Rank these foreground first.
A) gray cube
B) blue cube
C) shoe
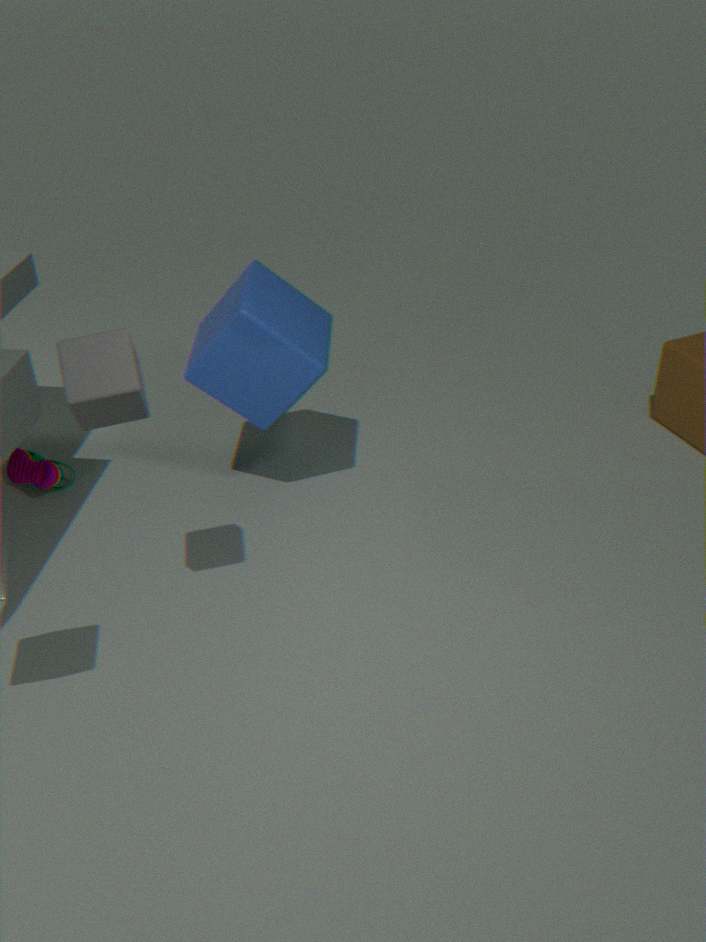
gray cube, blue cube, shoe
